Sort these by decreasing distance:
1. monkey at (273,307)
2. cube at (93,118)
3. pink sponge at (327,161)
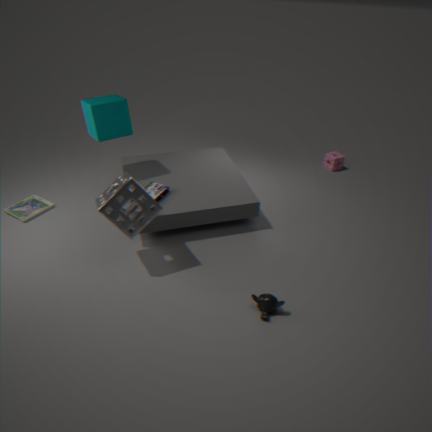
pink sponge at (327,161)
cube at (93,118)
monkey at (273,307)
